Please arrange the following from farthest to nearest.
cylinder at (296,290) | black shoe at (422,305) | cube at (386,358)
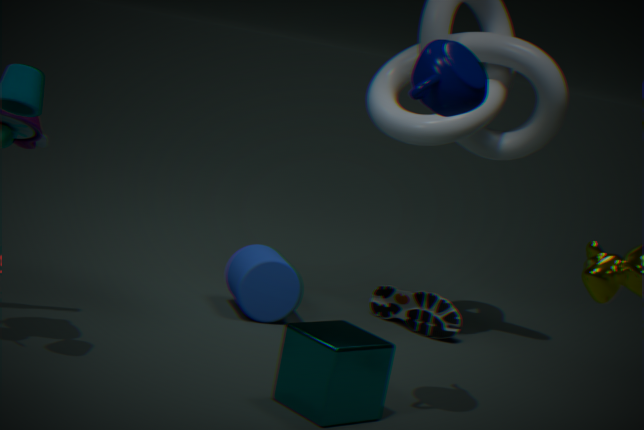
black shoe at (422,305) < cylinder at (296,290) < cube at (386,358)
